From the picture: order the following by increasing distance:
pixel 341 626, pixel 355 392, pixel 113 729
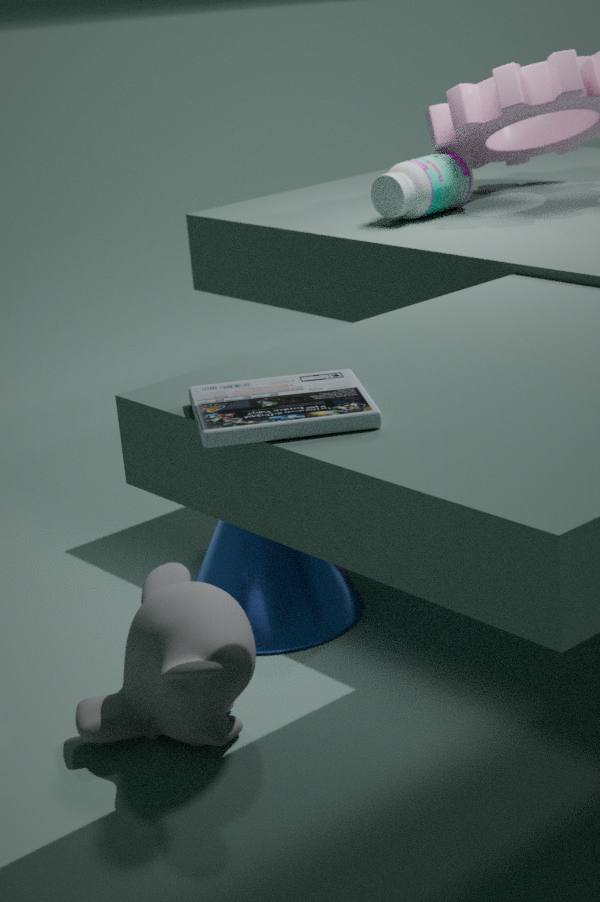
pixel 355 392
pixel 113 729
pixel 341 626
